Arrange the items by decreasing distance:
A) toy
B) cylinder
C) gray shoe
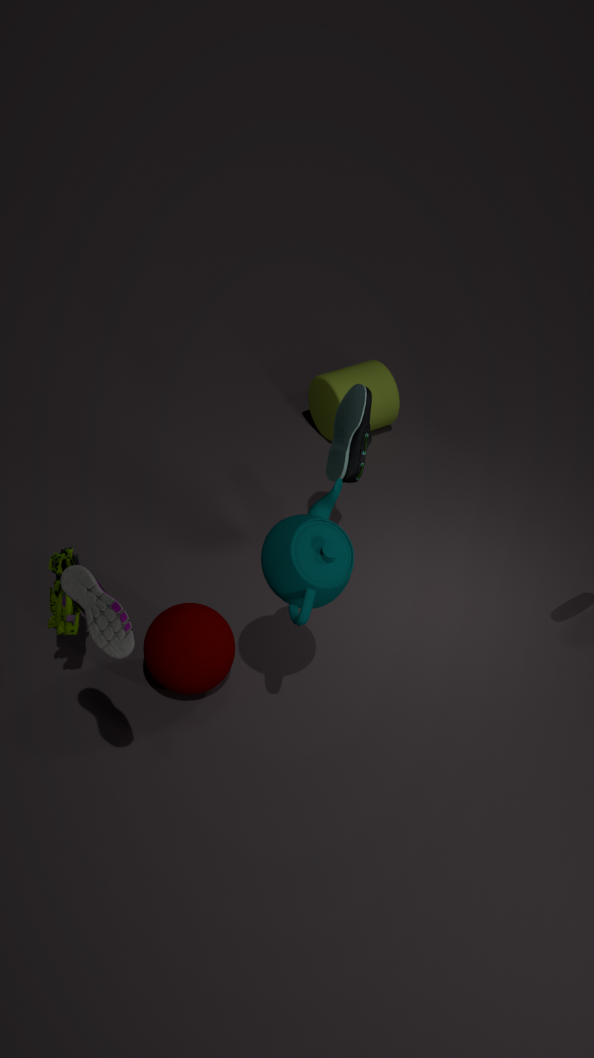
1. cylinder
2. toy
3. gray shoe
